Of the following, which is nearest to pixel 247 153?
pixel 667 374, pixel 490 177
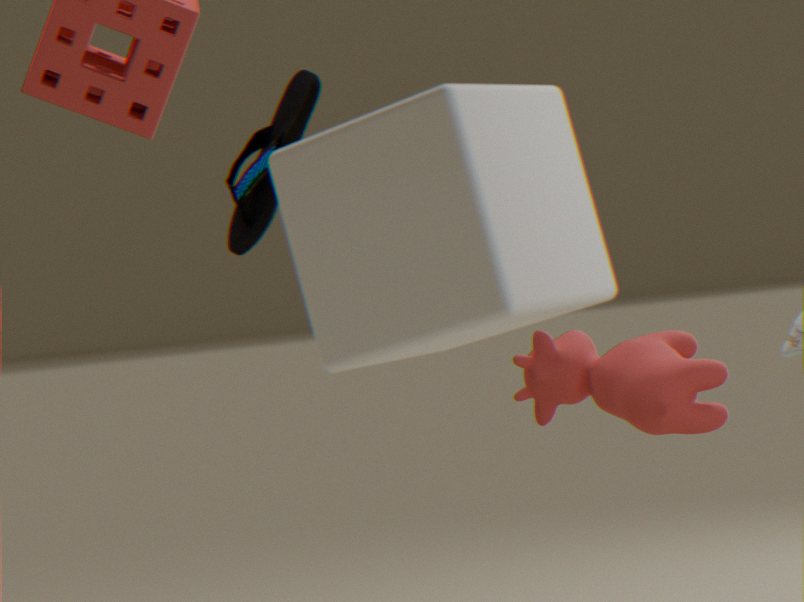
pixel 667 374
